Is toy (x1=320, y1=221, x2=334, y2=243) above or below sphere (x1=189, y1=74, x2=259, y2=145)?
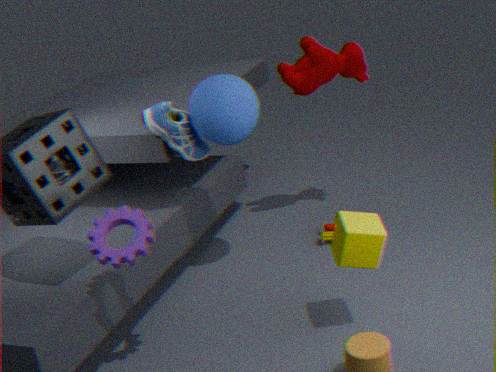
below
